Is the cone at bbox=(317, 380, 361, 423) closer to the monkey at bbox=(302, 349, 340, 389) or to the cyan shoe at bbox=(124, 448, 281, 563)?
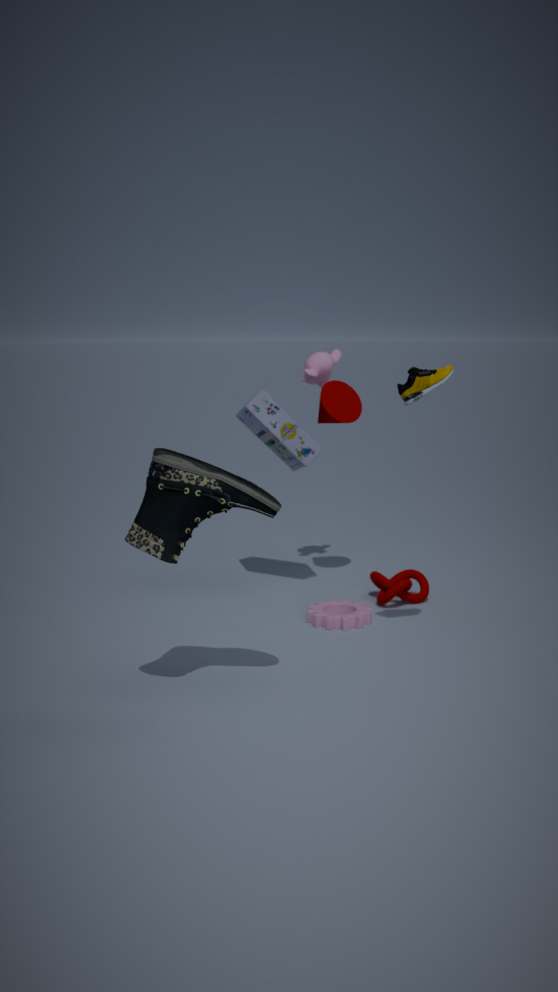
the monkey at bbox=(302, 349, 340, 389)
